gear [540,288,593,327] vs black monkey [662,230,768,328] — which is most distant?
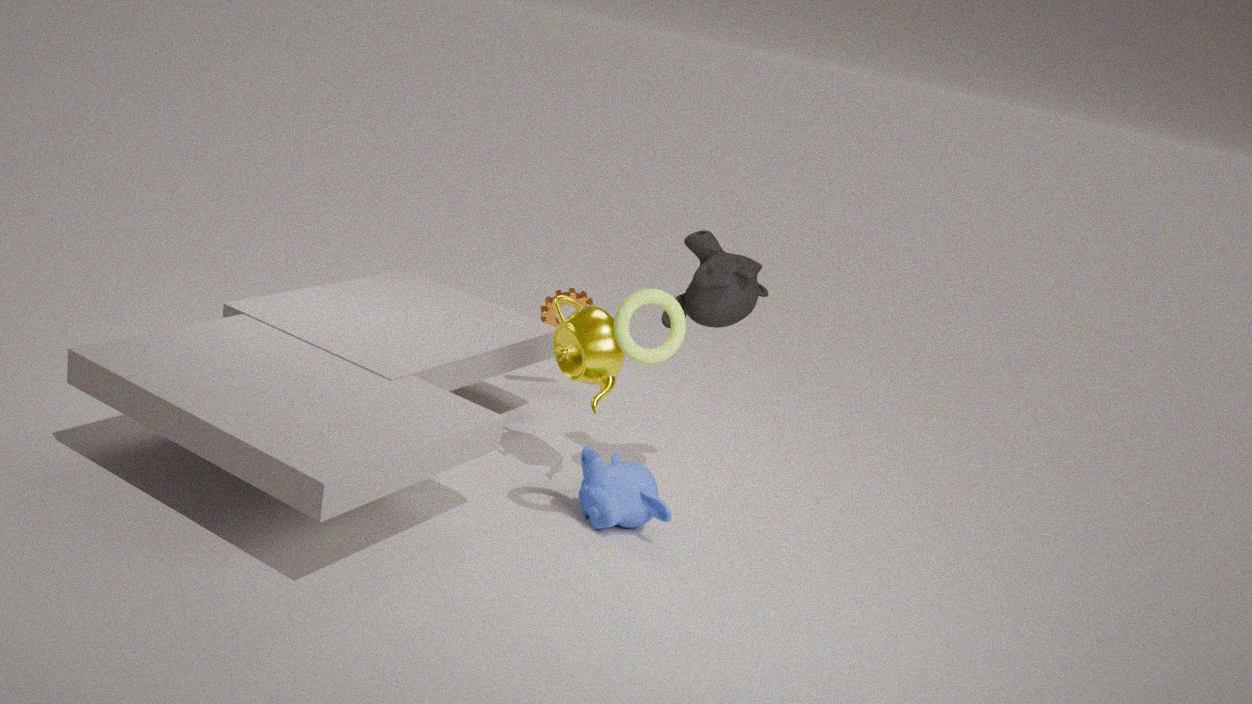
gear [540,288,593,327]
